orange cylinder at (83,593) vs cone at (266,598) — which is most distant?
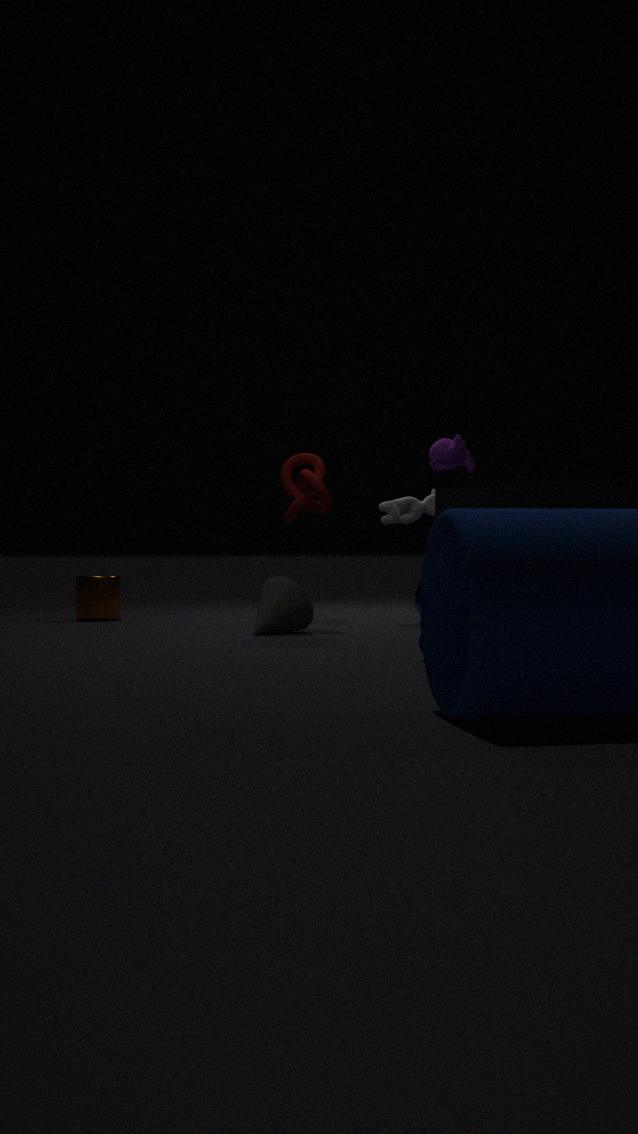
orange cylinder at (83,593)
